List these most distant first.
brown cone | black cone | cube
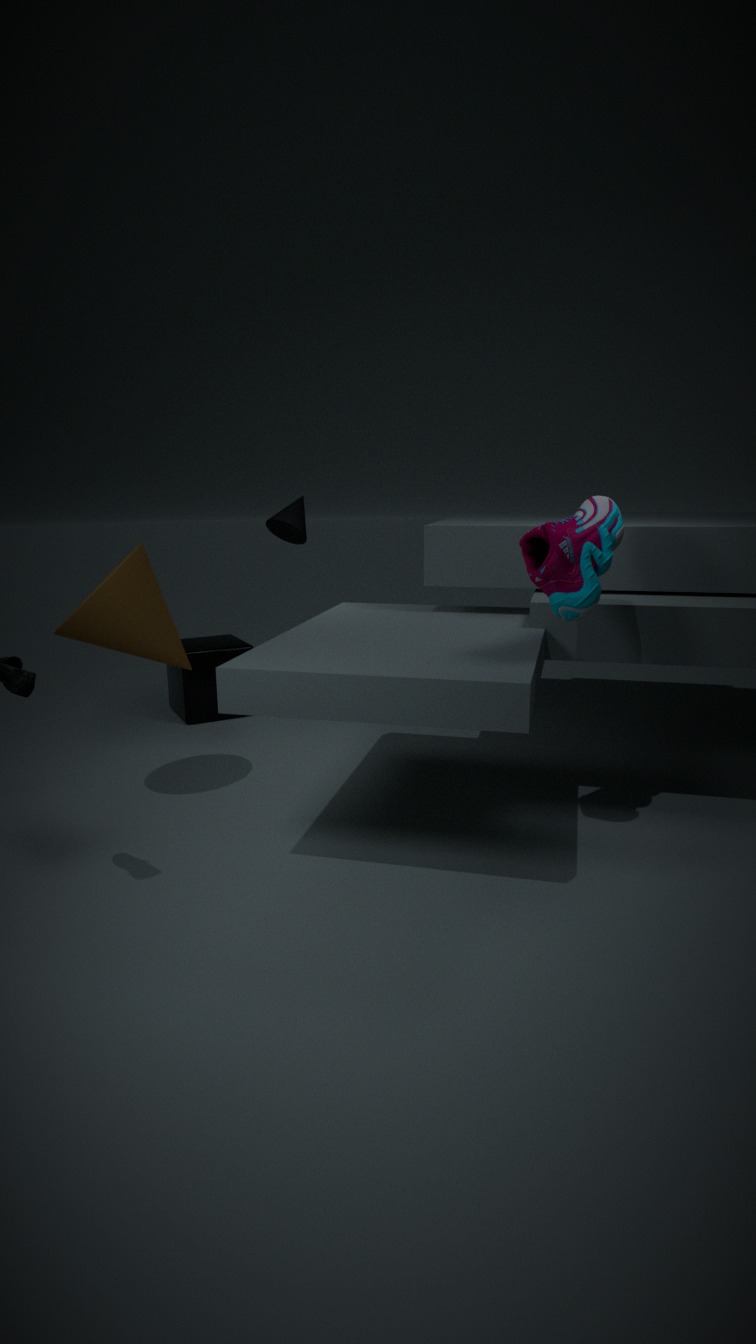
cube, black cone, brown cone
